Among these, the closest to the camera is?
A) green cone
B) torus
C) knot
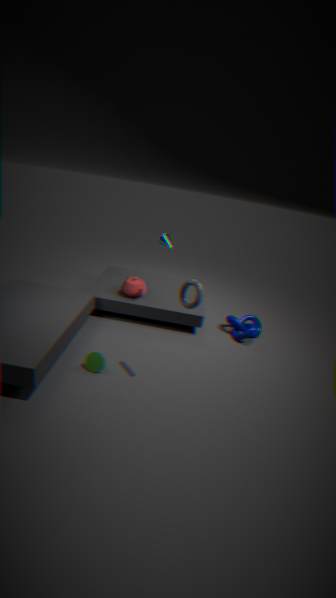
torus
